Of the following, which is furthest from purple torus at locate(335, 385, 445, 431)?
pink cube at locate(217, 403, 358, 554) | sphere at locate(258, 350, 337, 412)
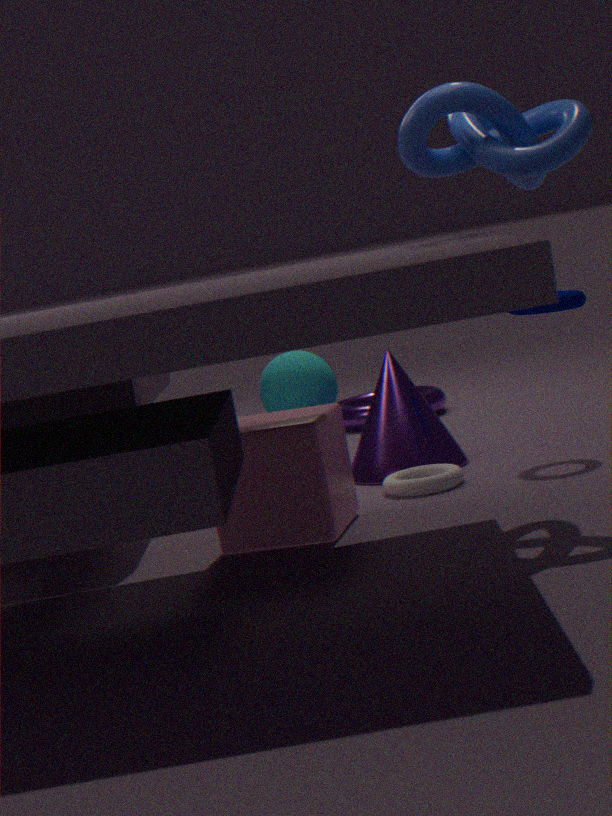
pink cube at locate(217, 403, 358, 554)
